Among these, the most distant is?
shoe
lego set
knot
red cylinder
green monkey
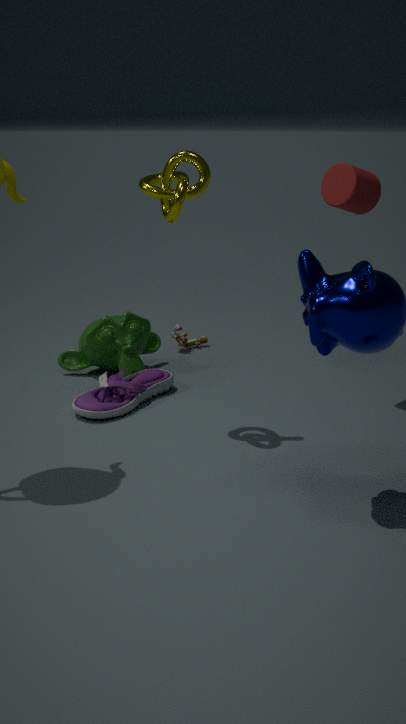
lego set
